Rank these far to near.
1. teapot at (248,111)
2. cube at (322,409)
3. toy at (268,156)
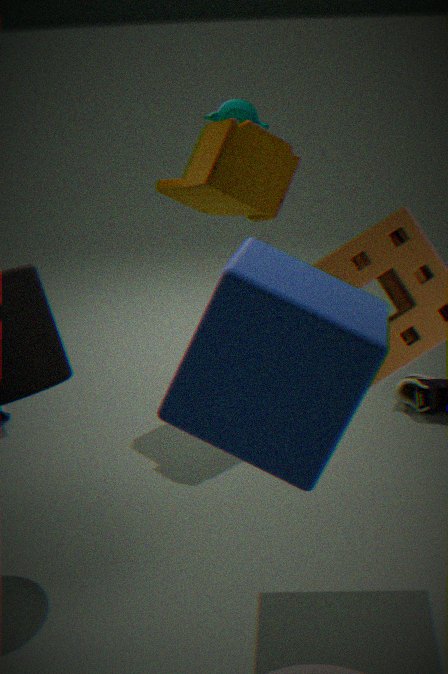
teapot at (248,111) → toy at (268,156) → cube at (322,409)
